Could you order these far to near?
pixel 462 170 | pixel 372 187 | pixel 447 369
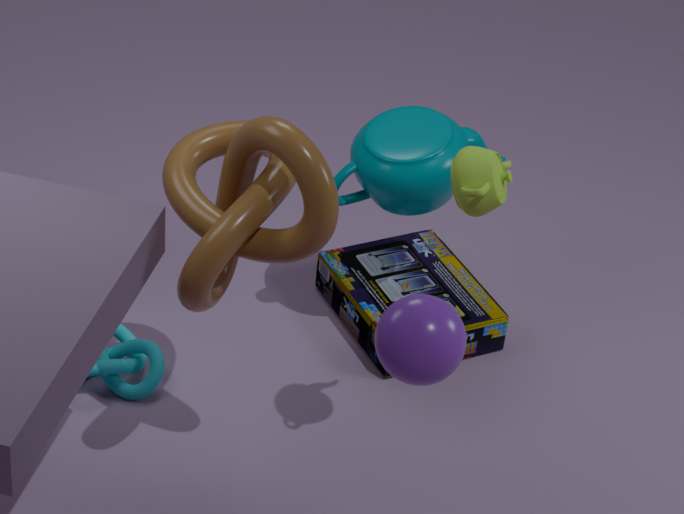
pixel 372 187, pixel 462 170, pixel 447 369
